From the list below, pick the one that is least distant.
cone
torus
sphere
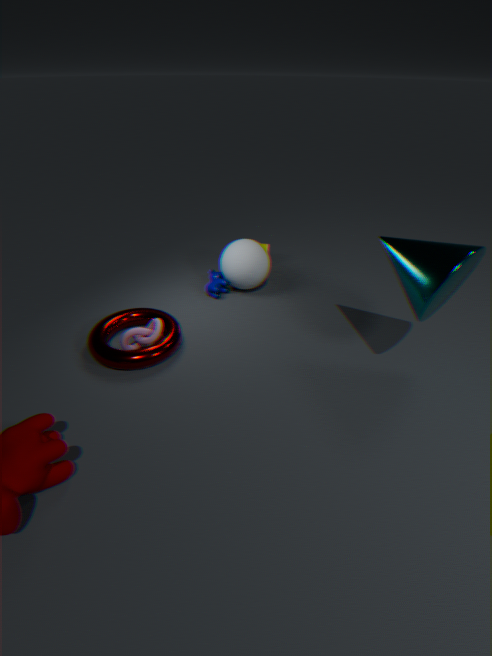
cone
